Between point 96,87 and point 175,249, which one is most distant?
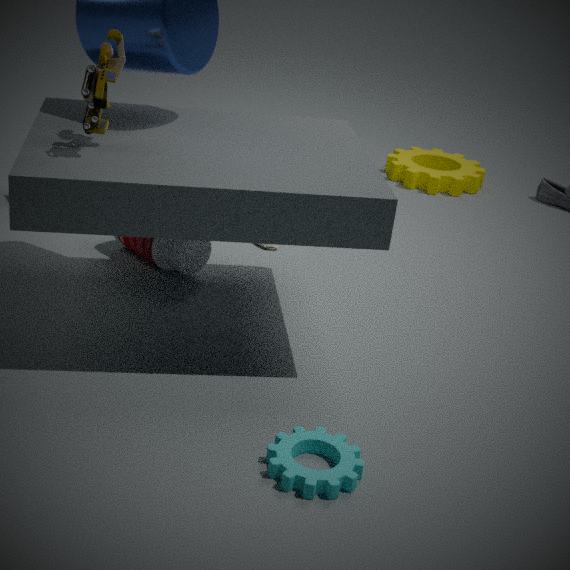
point 175,249
